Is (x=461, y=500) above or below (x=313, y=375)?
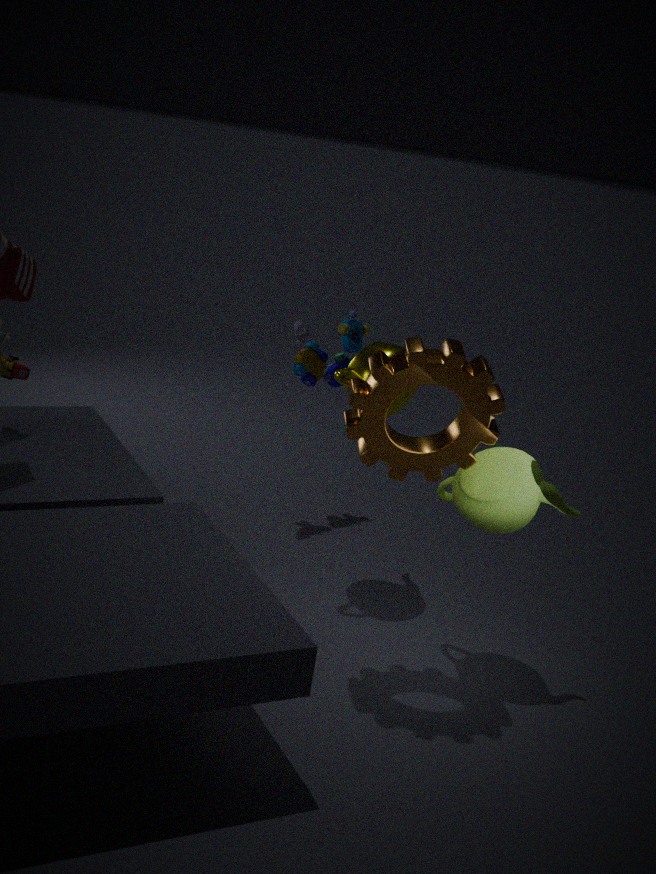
below
